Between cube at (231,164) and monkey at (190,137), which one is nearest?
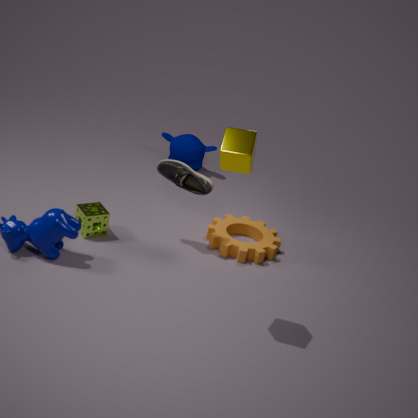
cube at (231,164)
